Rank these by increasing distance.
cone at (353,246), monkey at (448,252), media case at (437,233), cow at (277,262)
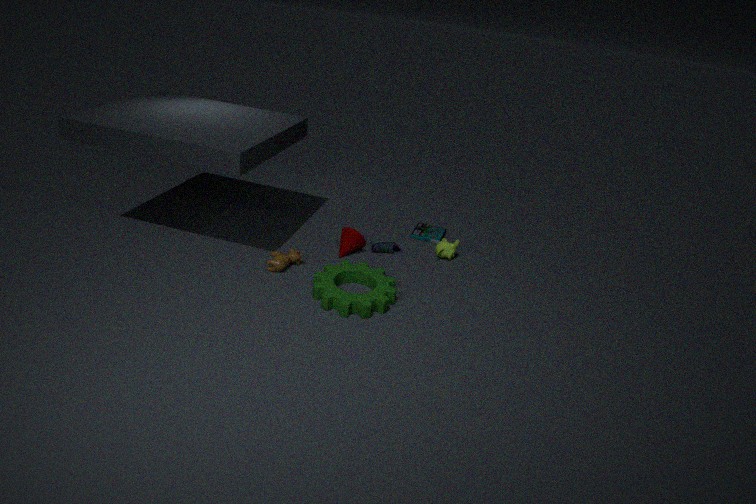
cow at (277,262) < cone at (353,246) < monkey at (448,252) < media case at (437,233)
